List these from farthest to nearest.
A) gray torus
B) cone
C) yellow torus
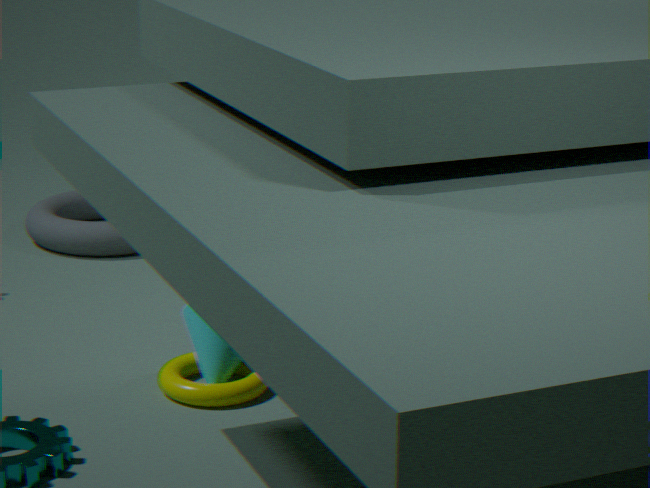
1. gray torus
2. cone
3. yellow torus
